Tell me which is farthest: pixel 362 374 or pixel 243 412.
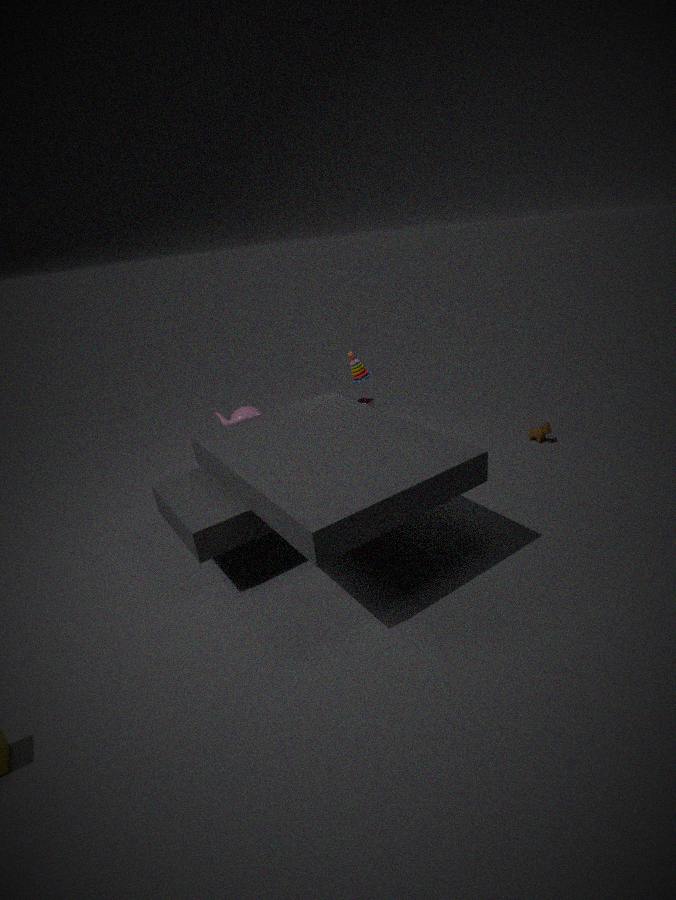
pixel 362 374
